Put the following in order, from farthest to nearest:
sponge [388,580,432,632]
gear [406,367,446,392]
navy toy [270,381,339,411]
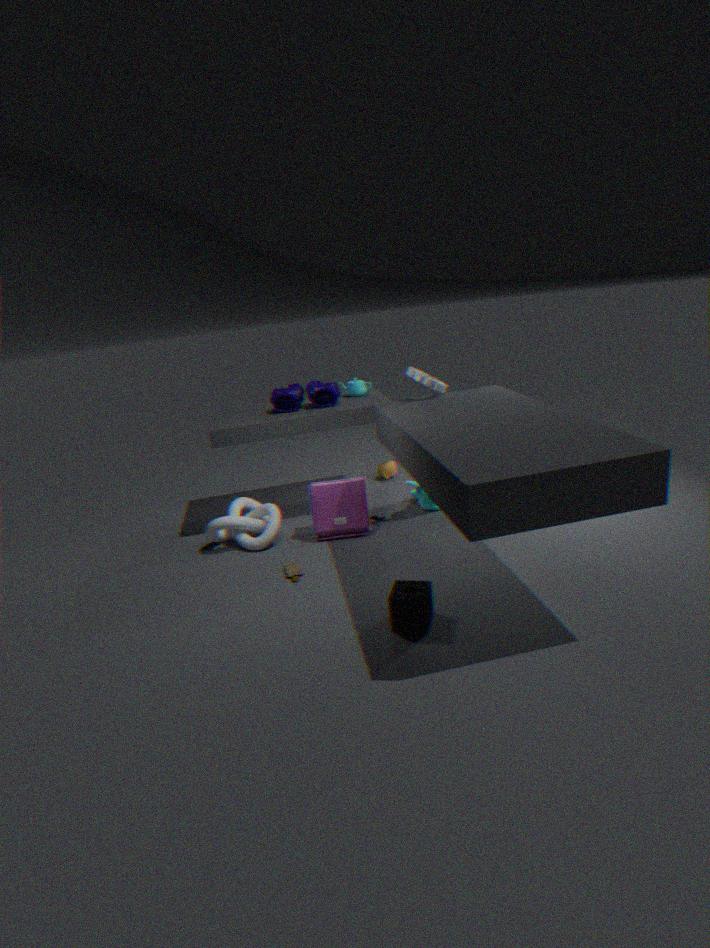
1. navy toy [270,381,339,411]
2. gear [406,367,446,392]
3. sponge [388,580,432,632]
